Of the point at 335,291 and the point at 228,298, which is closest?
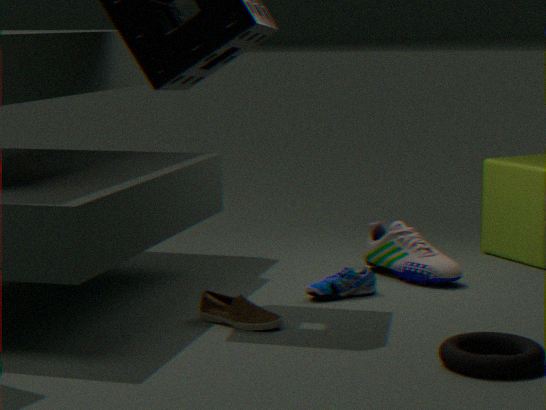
the point at 228,298
